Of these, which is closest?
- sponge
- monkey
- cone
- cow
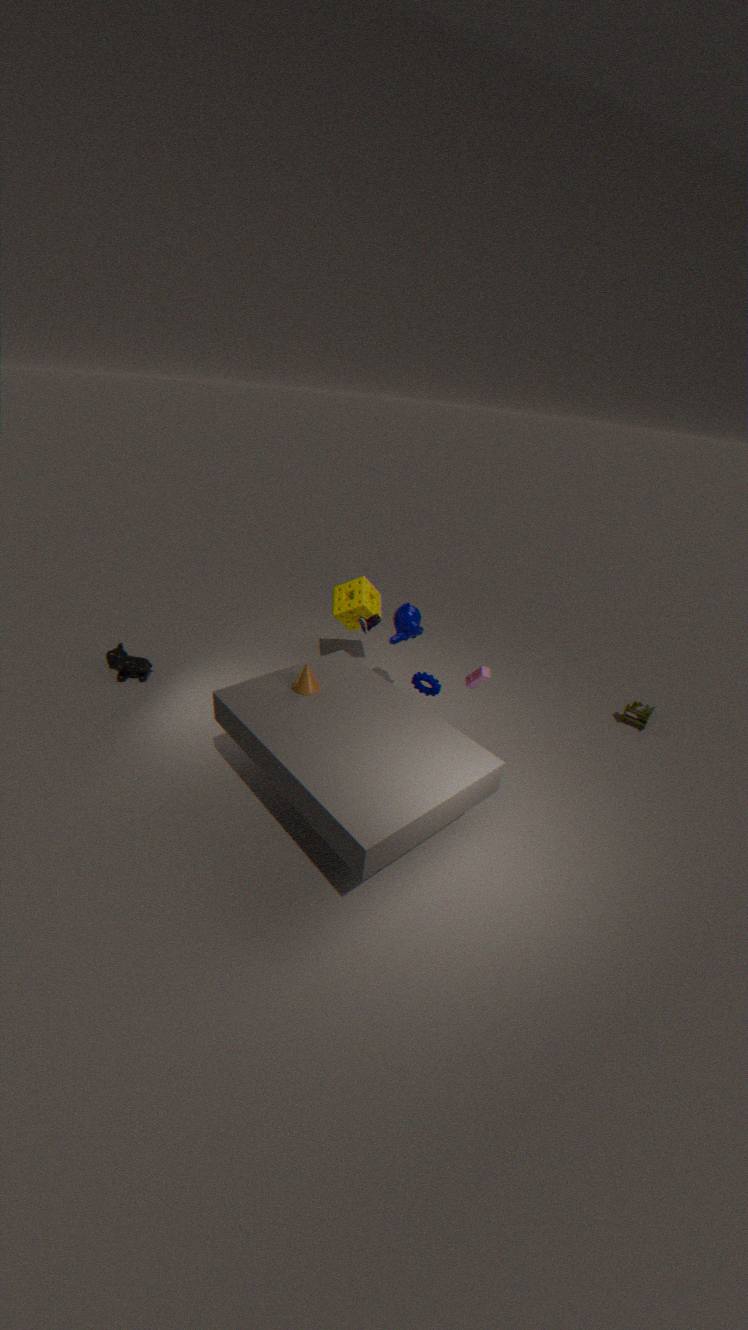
cone
